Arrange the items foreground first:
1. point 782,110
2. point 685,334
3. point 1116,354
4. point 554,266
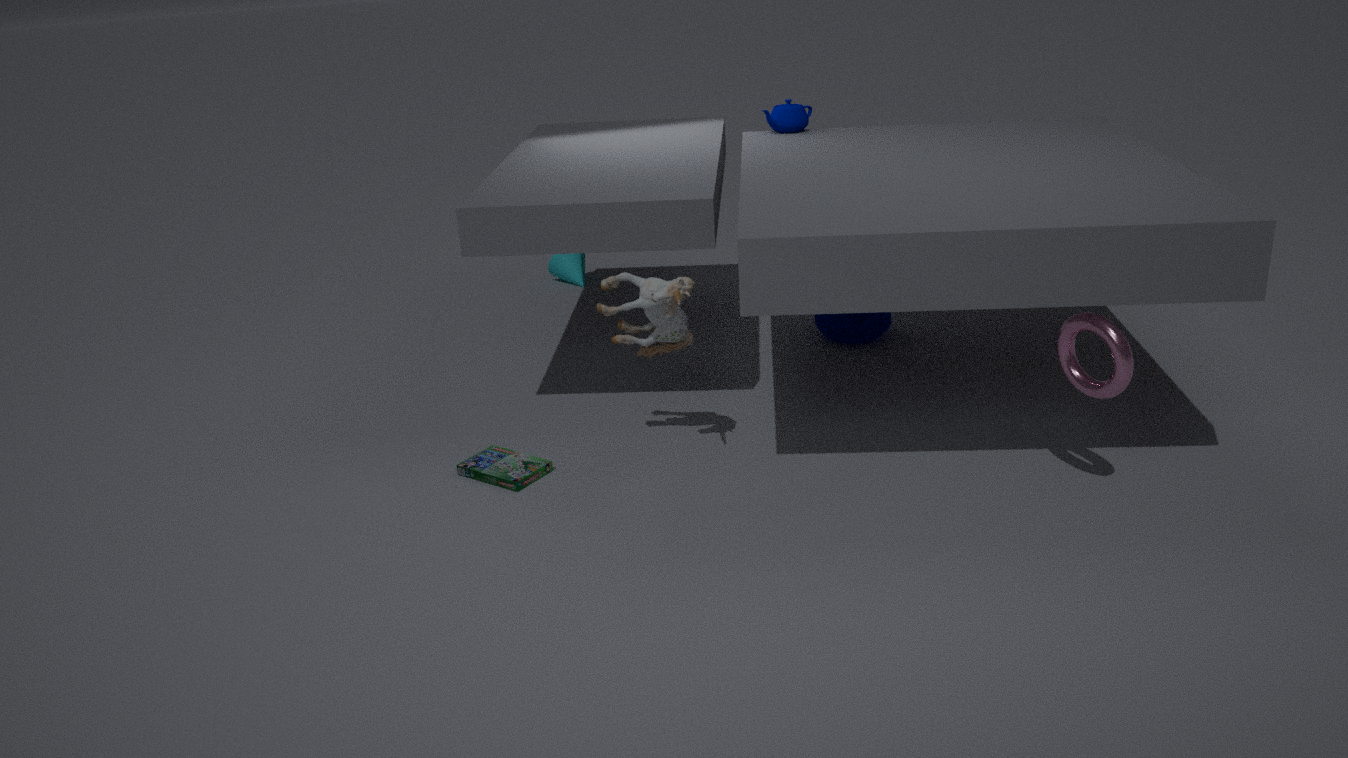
point 1116,354 → point 685,334 → point 782,110 → point 554,266
